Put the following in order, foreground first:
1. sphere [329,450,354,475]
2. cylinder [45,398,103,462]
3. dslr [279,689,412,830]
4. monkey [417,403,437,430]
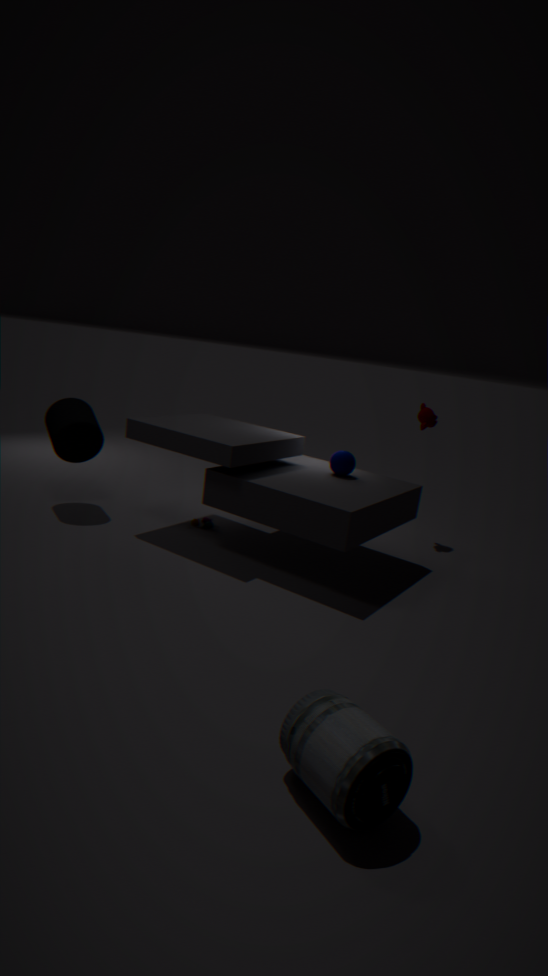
dslr [279,689,412,830] < sphere [329,450,354,475] < cylinder [45,398,103,462] < monkey [417,403,437,430]
